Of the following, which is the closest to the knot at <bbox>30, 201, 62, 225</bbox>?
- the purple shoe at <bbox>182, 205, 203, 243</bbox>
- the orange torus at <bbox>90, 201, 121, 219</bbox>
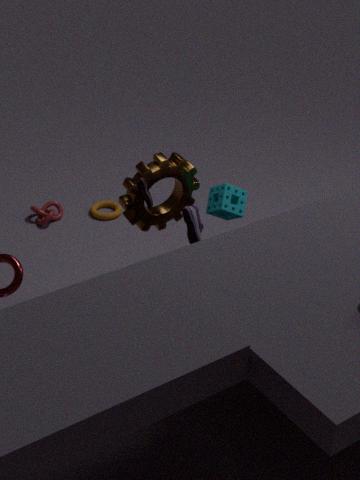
the orange torus at <bbox>90, 201, 121, 219</bbox>
